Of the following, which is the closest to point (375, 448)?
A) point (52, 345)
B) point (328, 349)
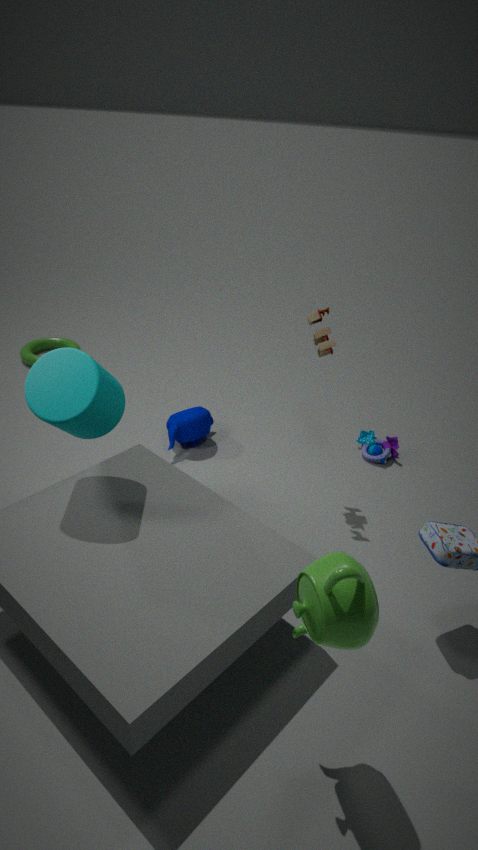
point (328, 349)
